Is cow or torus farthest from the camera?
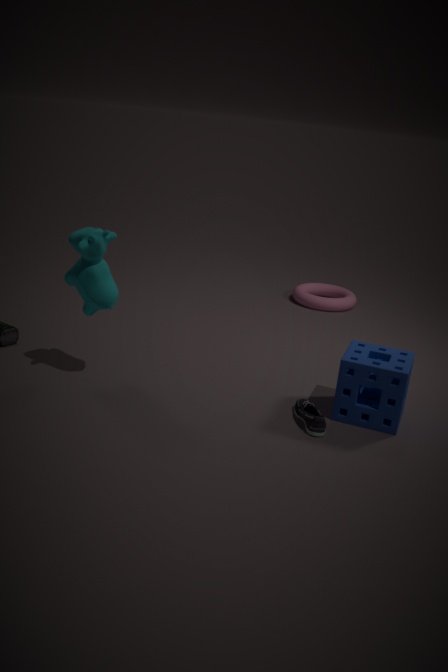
torus
